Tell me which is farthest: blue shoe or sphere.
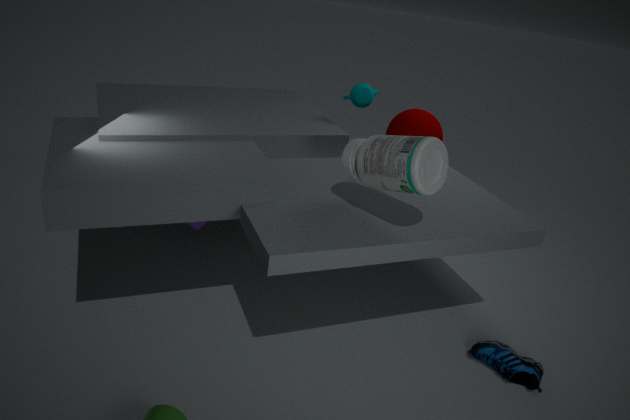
sphere
